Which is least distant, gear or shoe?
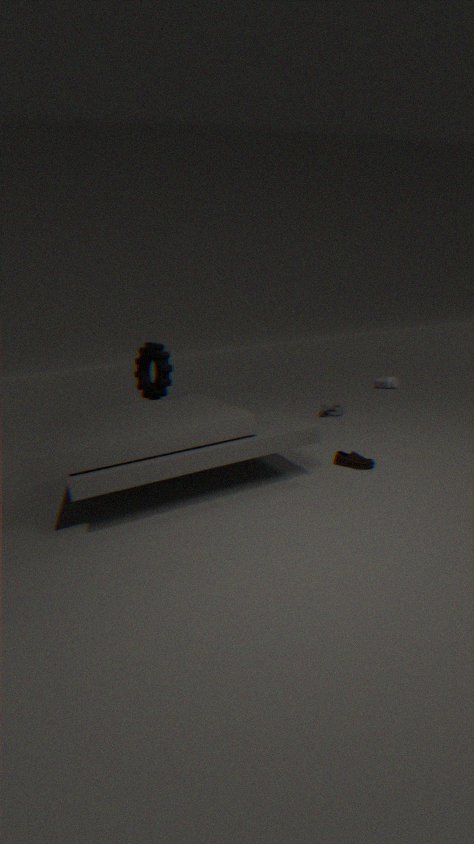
shoe
